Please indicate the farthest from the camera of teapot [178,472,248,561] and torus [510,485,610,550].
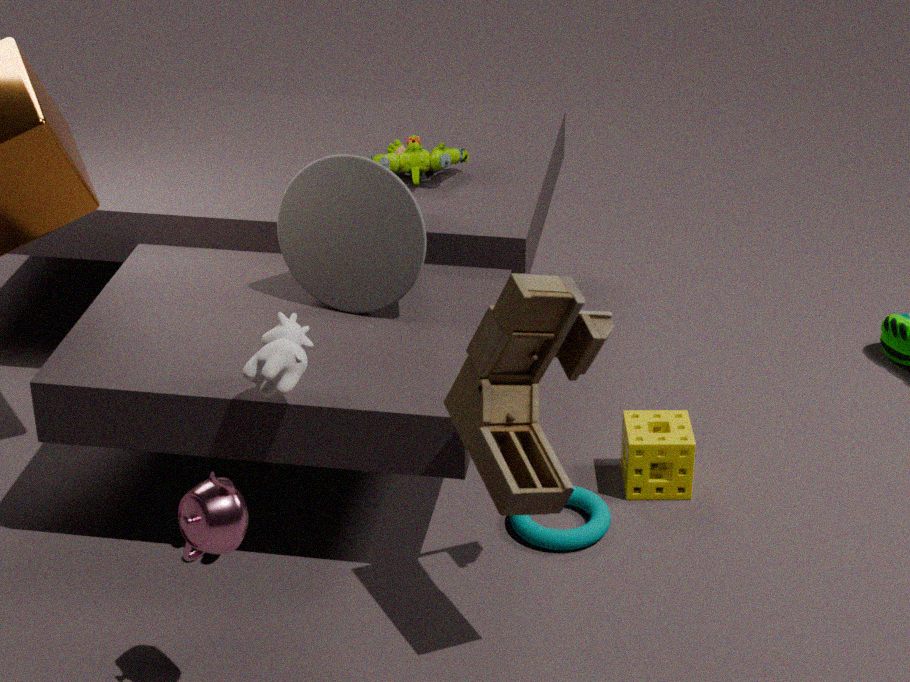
torus [510,485,610,550]
